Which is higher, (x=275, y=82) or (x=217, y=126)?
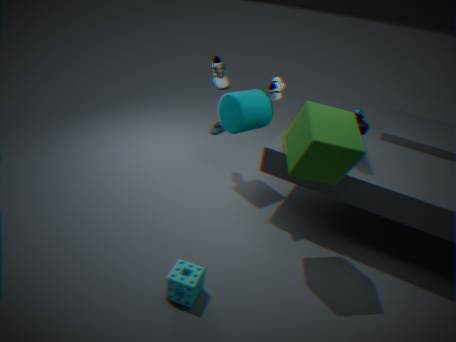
(x=275, y=82)
